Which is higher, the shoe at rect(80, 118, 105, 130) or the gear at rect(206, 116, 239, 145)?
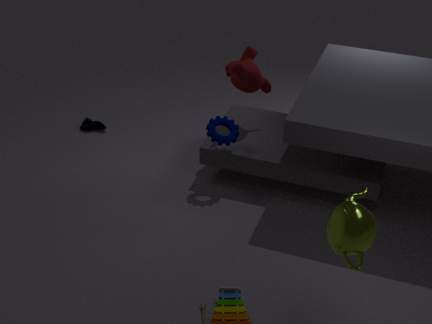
the gear at rect(206, 116, 239, 145)
